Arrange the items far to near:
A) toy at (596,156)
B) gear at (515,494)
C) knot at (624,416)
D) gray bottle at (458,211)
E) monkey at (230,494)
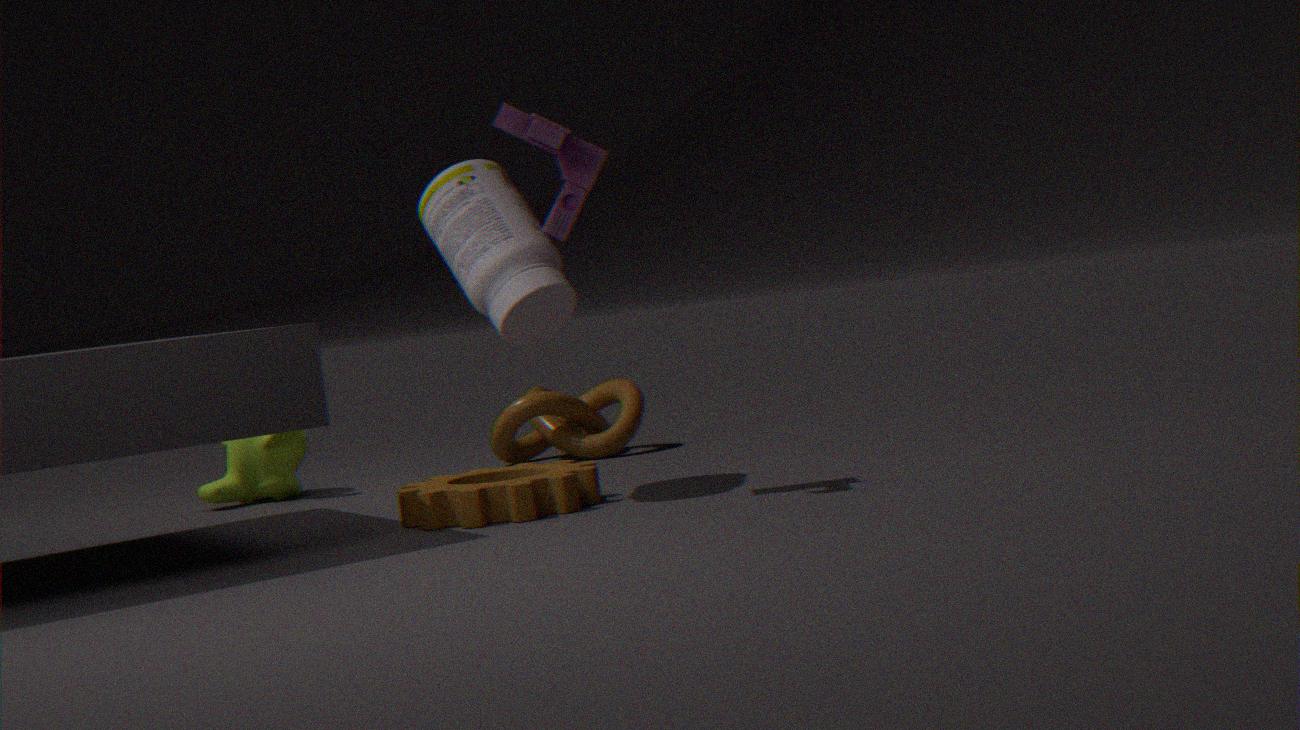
knot at (624,416) < monkey at (230,494) < gray bottle at (458,211) < gear at (515,494) < toy at (596,156)
